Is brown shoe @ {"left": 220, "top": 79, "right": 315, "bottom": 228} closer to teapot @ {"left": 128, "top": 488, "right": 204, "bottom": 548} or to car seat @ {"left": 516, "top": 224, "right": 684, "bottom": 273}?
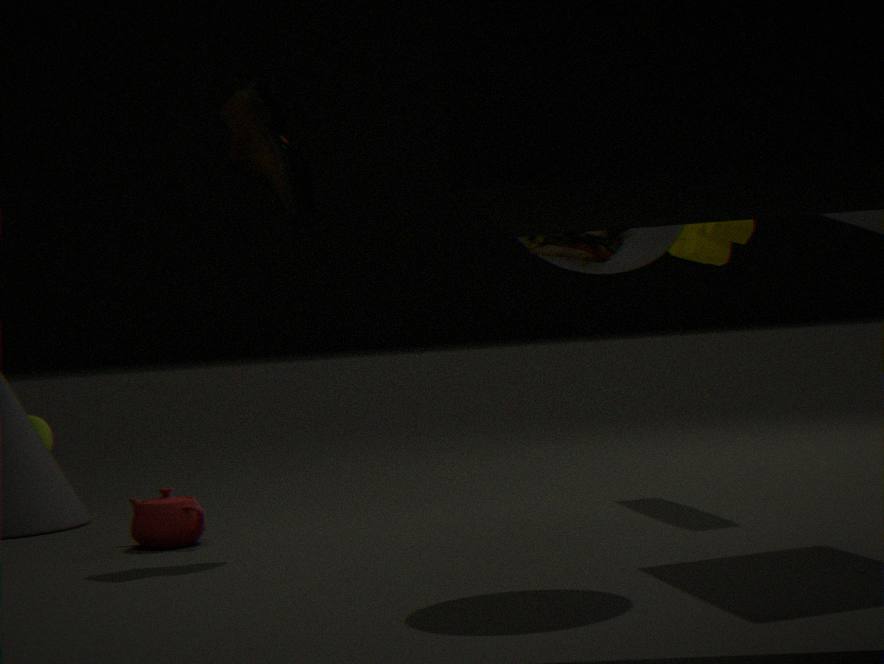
teapot @ {"left": 128, "top": 488, "right": 204, "bottom": 548}
